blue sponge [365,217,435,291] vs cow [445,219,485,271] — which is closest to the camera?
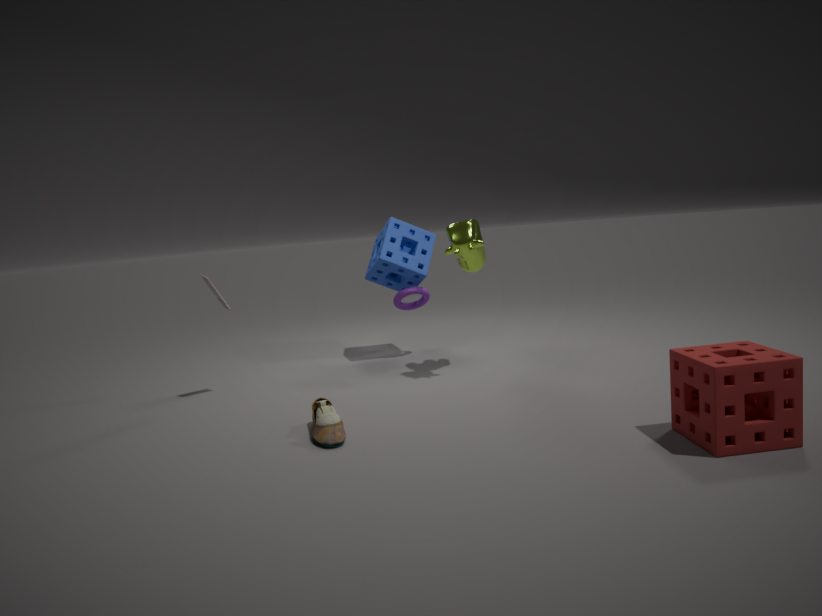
cow [445,219,485,271]
